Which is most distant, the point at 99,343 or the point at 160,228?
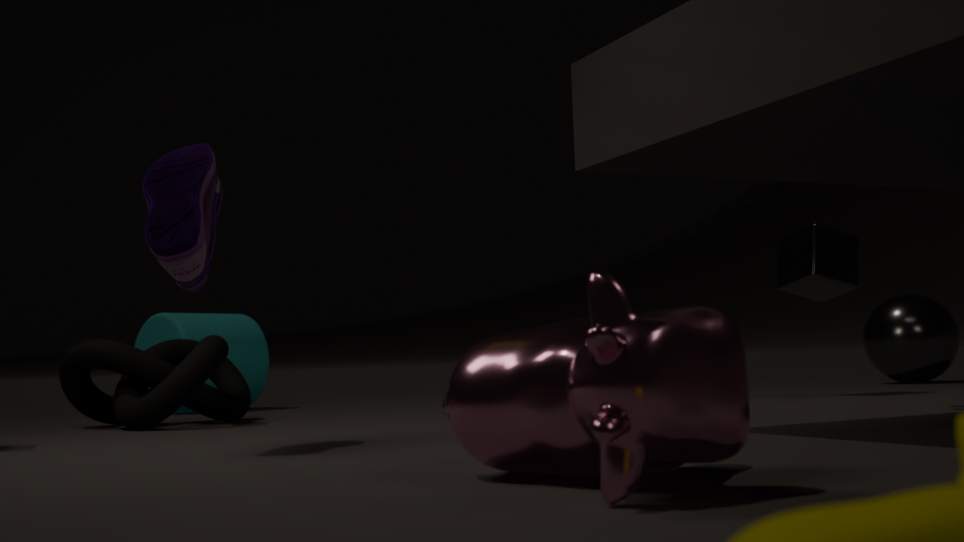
the point at 99,343
